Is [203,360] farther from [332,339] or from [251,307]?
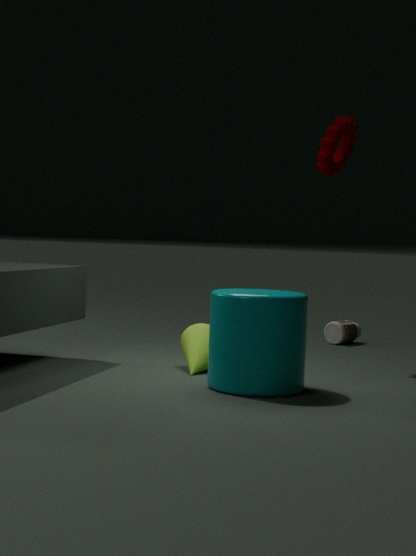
[332,339]
